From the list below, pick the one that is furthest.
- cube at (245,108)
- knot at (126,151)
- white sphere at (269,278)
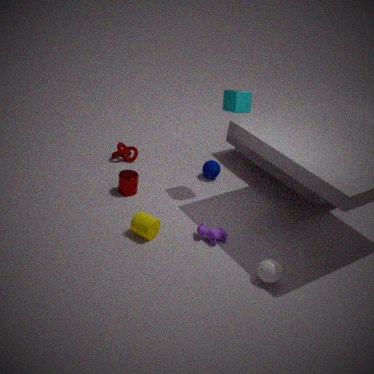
knot at (126,151)
